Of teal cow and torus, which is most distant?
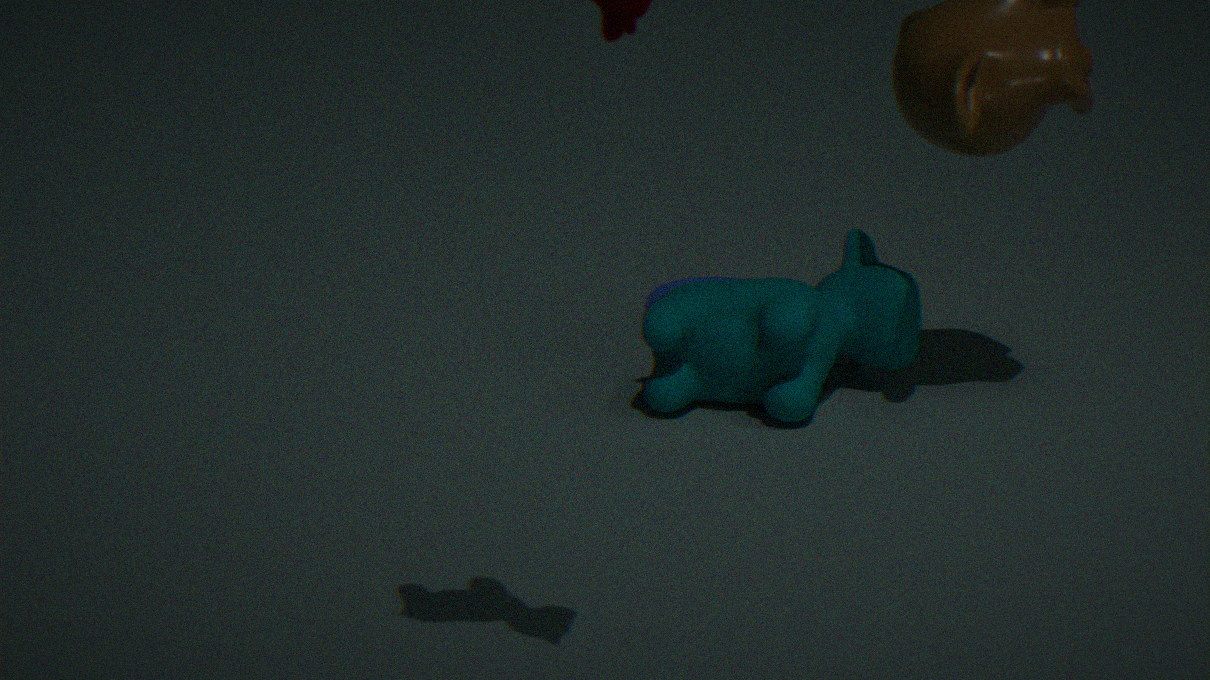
torus
